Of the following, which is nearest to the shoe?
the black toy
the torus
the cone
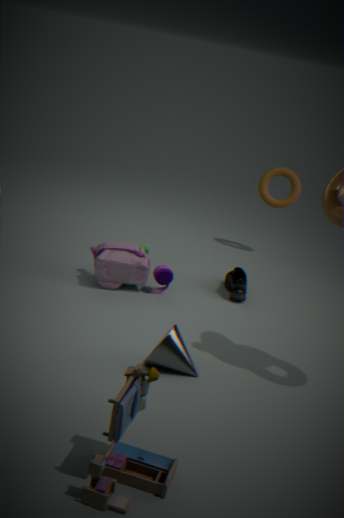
the torus
